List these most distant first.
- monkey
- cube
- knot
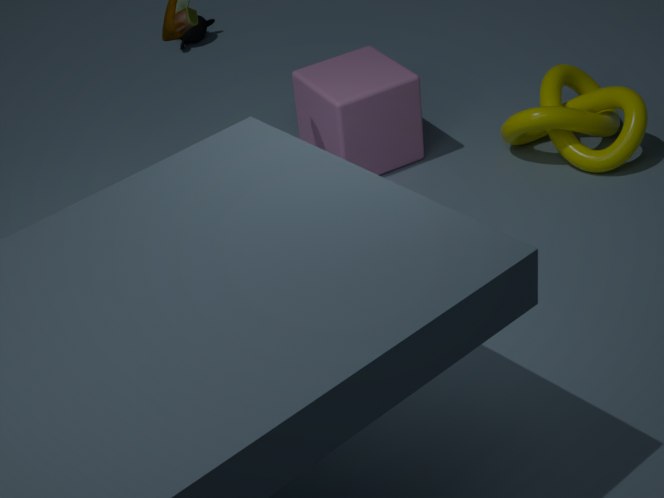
monkey < cube < knot
